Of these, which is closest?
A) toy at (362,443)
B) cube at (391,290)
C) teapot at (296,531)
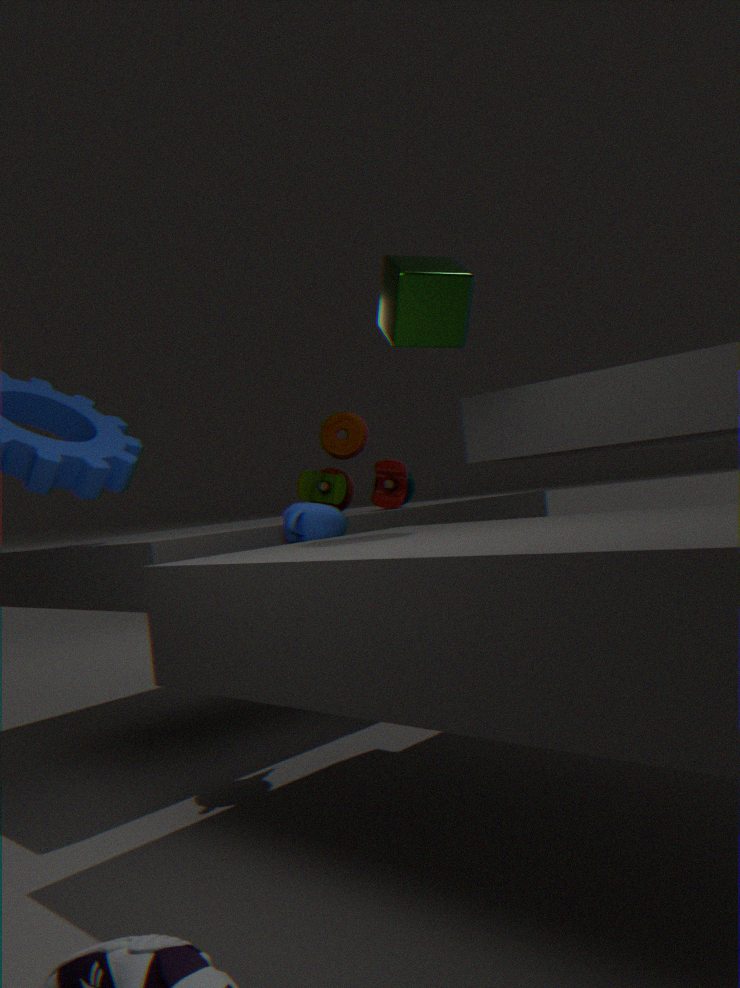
cube at (391,290)
